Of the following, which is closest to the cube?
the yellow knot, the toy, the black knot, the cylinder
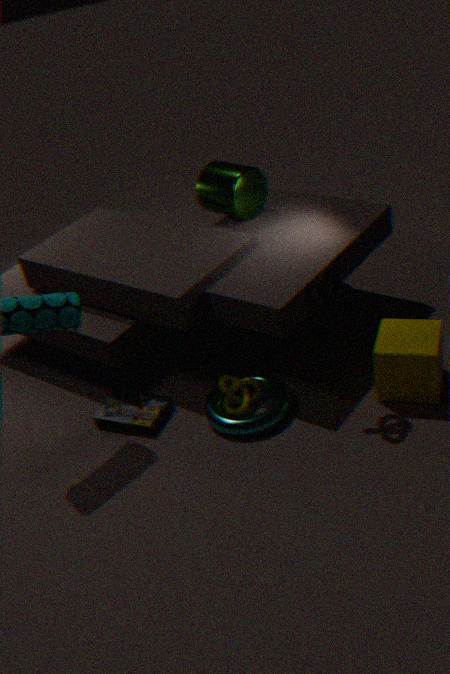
the black knot
